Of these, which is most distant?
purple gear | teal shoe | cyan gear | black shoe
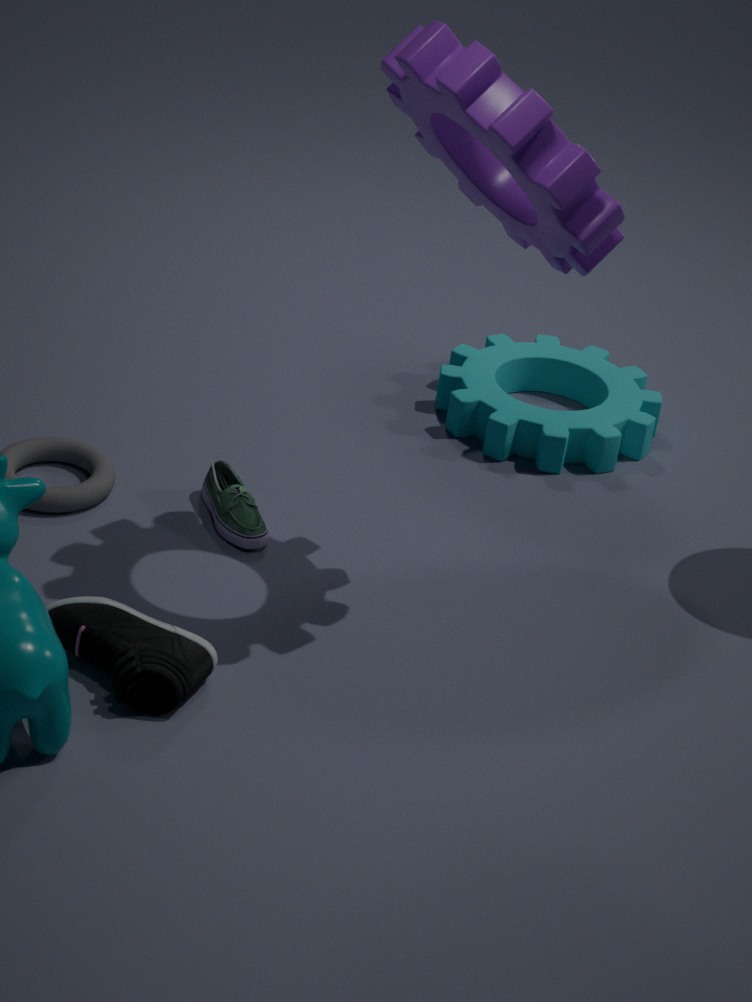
cyan gear
